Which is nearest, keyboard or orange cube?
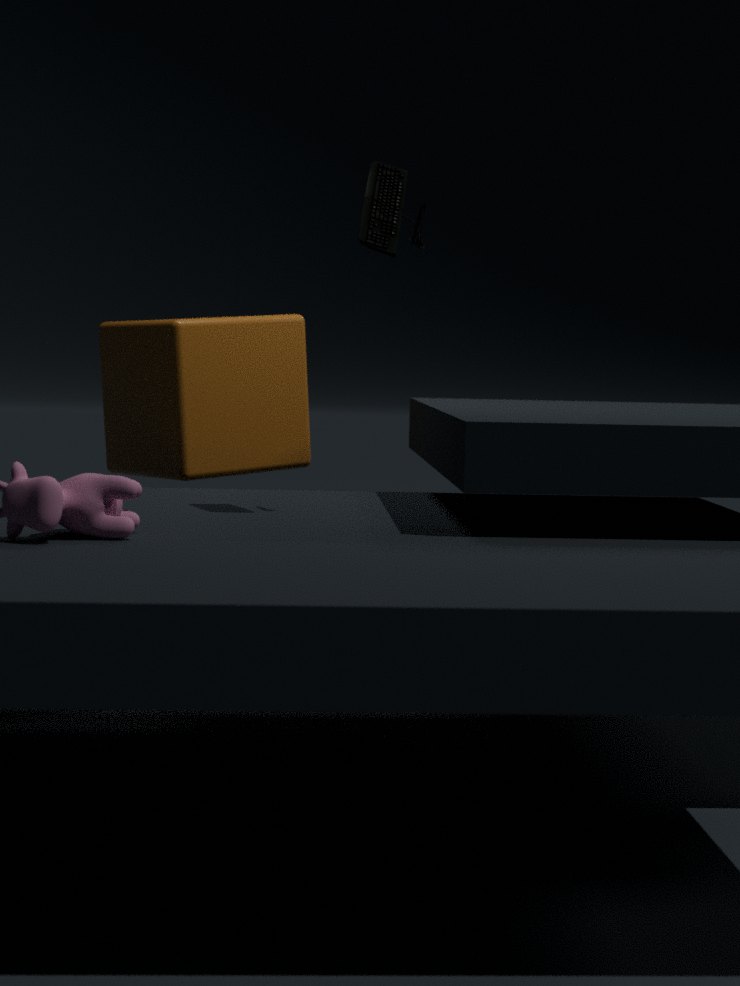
keyboard
